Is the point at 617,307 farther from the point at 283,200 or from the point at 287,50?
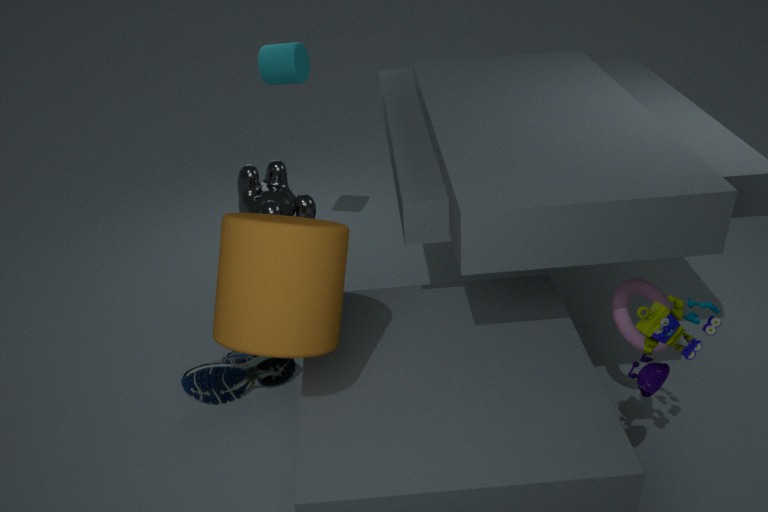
the point at 287,50
